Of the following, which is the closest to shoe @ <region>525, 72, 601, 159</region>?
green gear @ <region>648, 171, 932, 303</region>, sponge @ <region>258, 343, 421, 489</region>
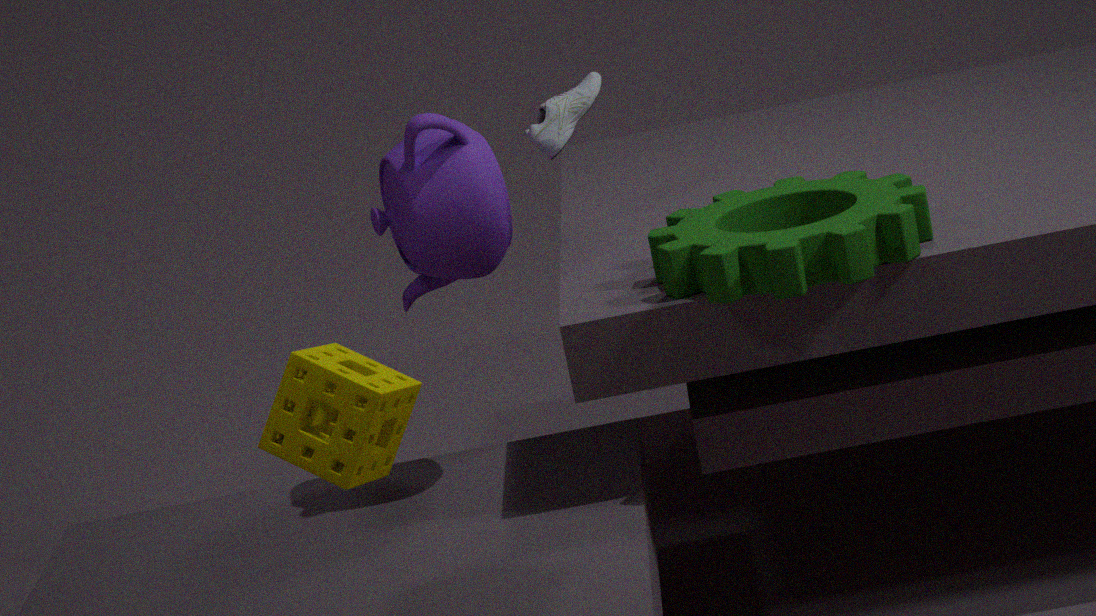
green gear @ <region>648, 171, 932, 303</region>
